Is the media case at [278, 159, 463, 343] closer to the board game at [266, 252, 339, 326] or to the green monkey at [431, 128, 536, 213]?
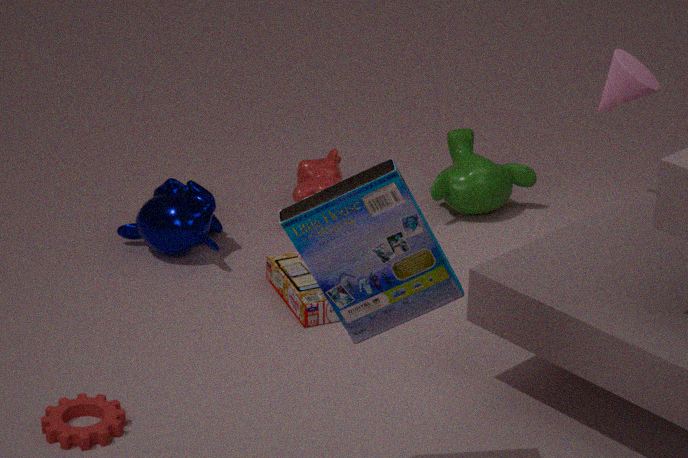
the board game at [266, 252, 339, 326]
